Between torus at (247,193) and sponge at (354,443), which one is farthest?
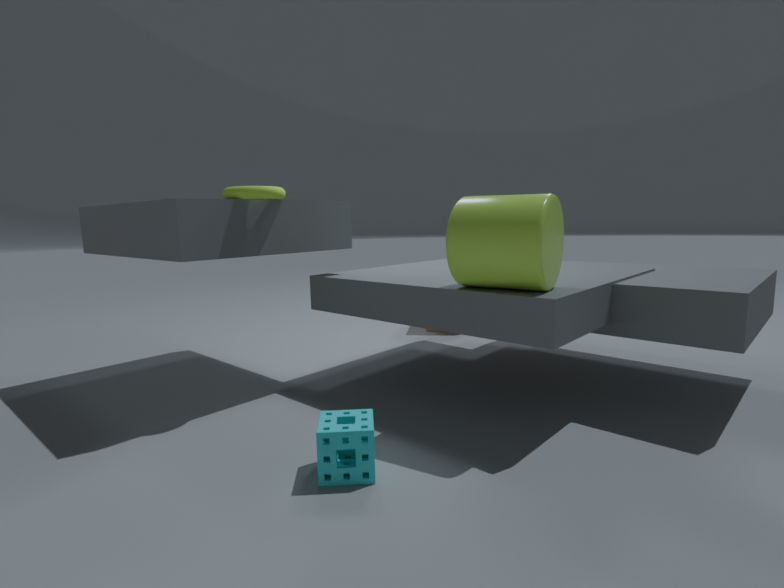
torus at (247,193)
